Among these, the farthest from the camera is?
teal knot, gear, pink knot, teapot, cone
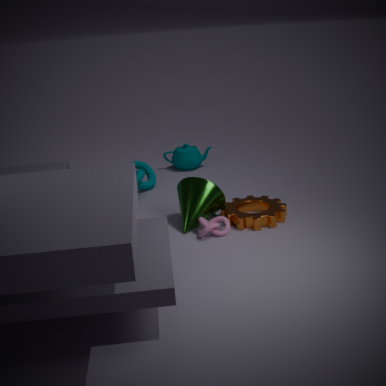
teapot
